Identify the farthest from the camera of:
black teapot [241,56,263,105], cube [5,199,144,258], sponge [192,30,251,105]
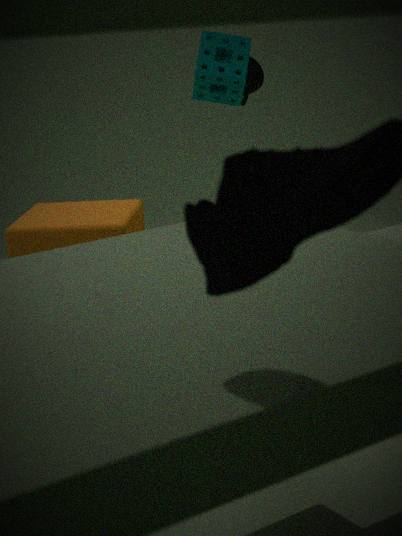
black teapot [241,56,263,105]
